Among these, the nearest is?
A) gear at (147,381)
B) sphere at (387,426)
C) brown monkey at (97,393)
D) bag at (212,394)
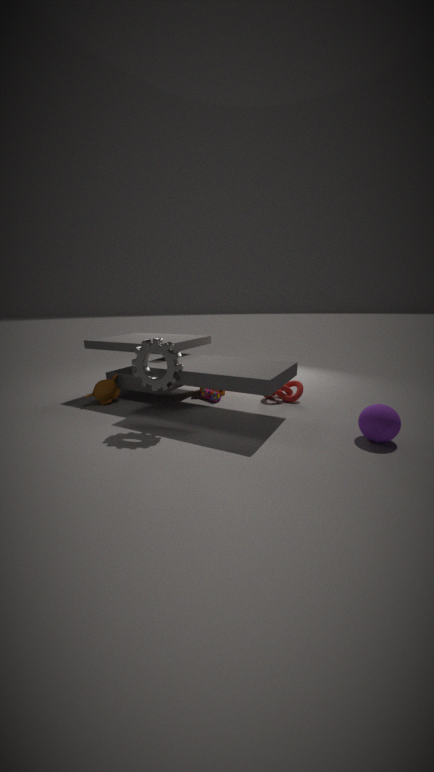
sphere at (387,426)
